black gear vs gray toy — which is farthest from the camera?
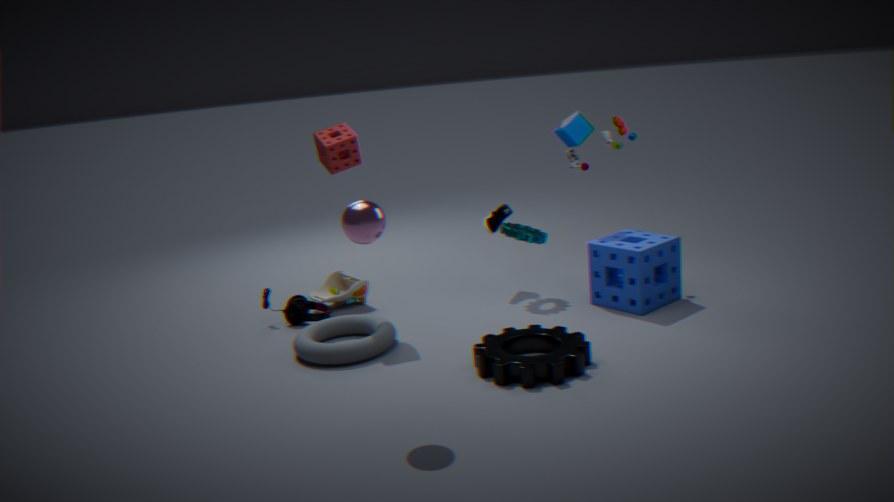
gray toy
